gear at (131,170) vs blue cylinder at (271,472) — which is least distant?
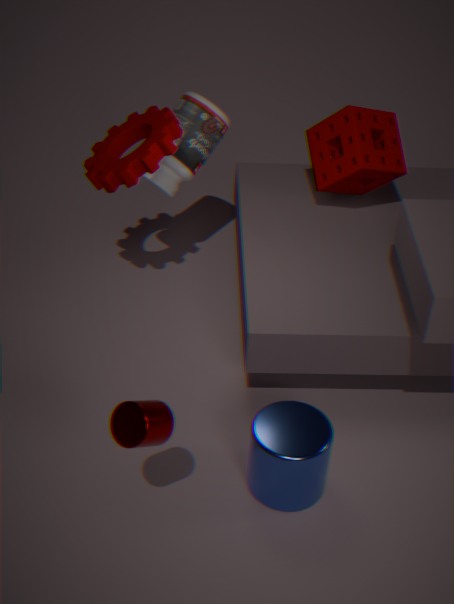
blue cylinder at (271,472)
